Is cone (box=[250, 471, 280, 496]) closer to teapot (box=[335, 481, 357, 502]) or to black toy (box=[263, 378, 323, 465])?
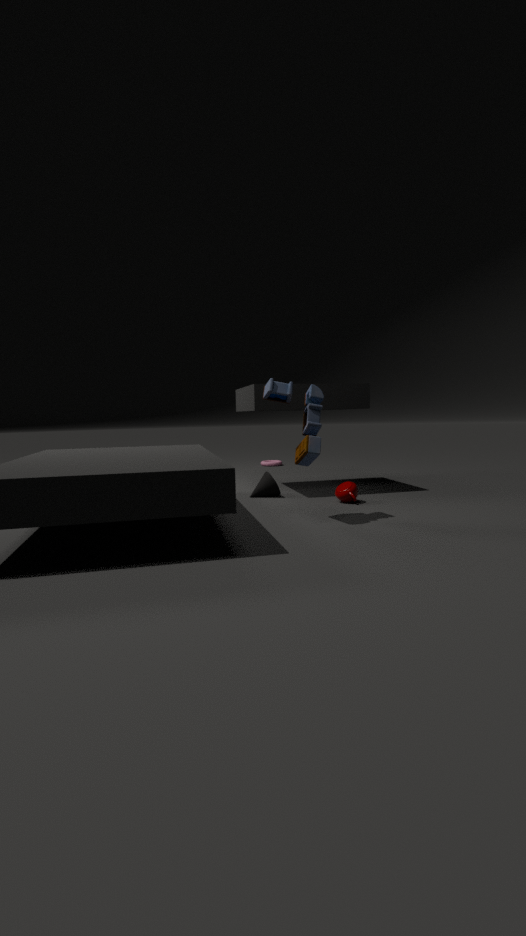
teapot (box=[335, 481, 357, 502])
